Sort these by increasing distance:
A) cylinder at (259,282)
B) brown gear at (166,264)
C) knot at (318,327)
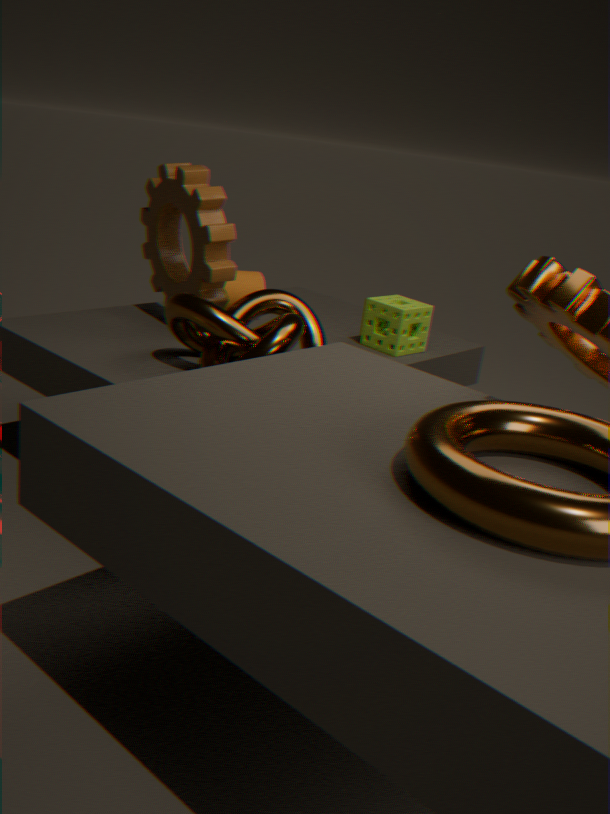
1. knot at (318,327)
2. brown gear at (166,264)
3. cylinder at (259,282)
